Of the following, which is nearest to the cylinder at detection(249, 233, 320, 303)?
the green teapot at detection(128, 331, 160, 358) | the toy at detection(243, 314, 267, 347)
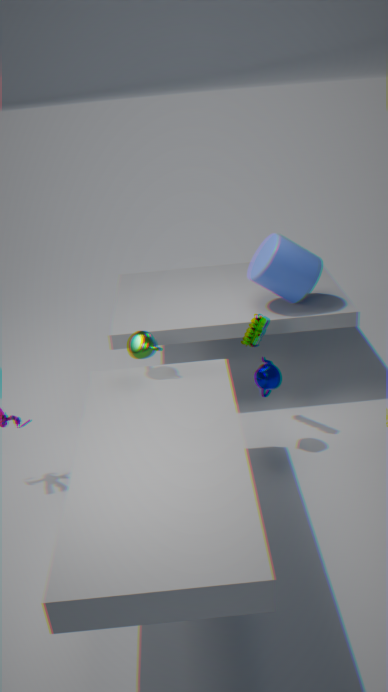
the toy at detection(243, 314, 267, 347)
